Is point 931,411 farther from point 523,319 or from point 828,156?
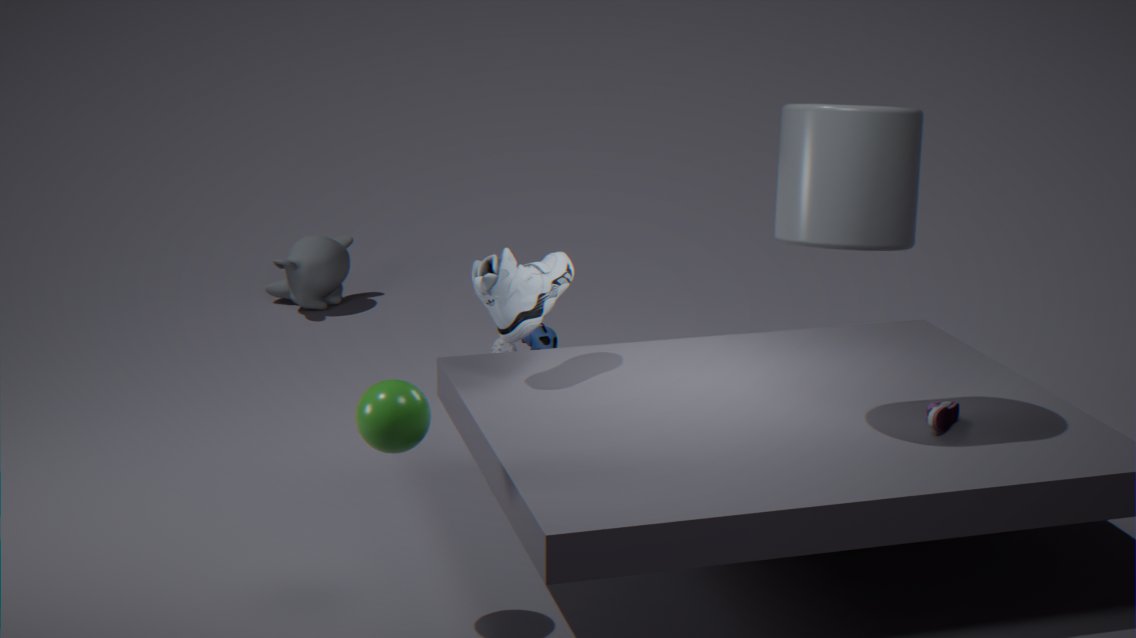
point 523,319
